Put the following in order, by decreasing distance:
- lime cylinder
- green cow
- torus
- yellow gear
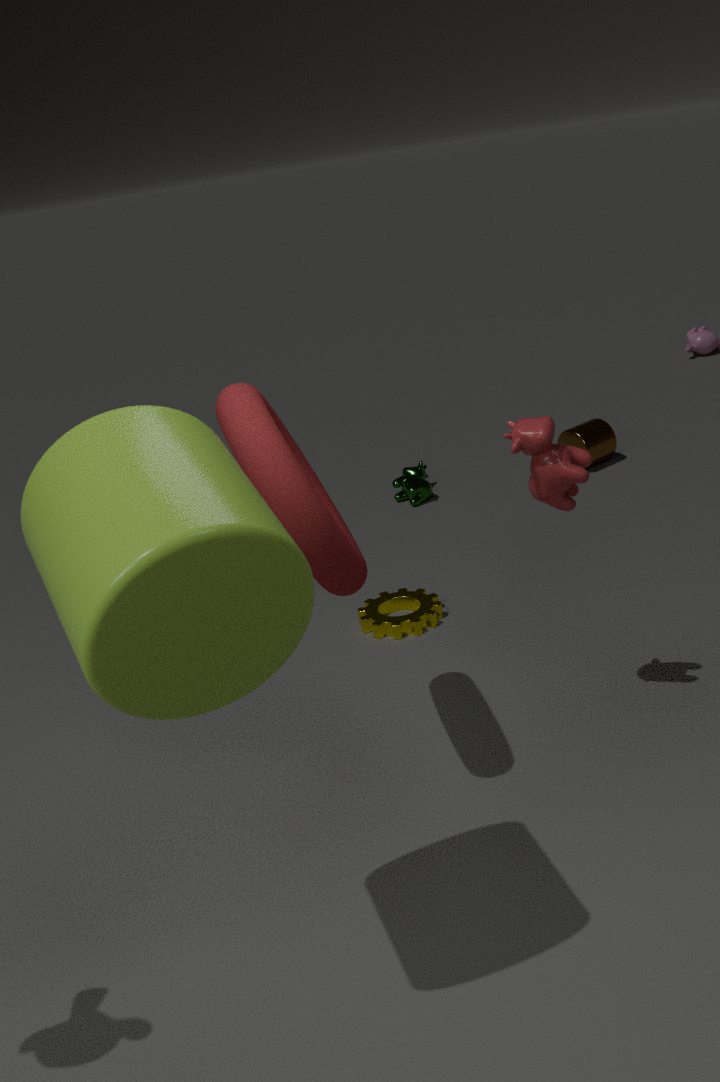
1. green cow
2. yellow gear
3. torus
4. lime cylinder
